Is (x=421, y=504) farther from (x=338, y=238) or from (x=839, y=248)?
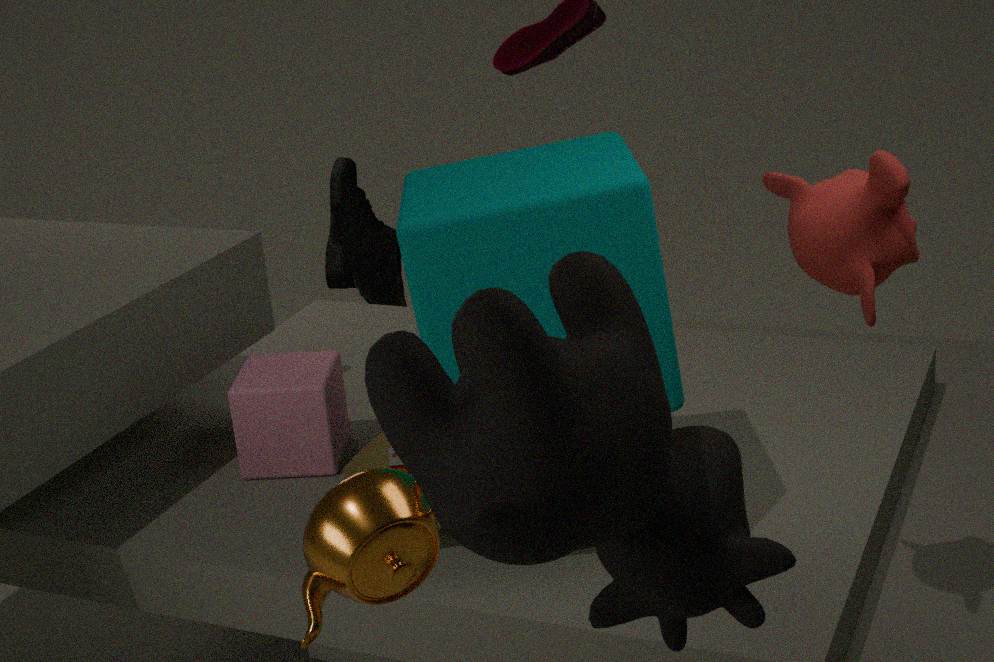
(x=338, y=238)
